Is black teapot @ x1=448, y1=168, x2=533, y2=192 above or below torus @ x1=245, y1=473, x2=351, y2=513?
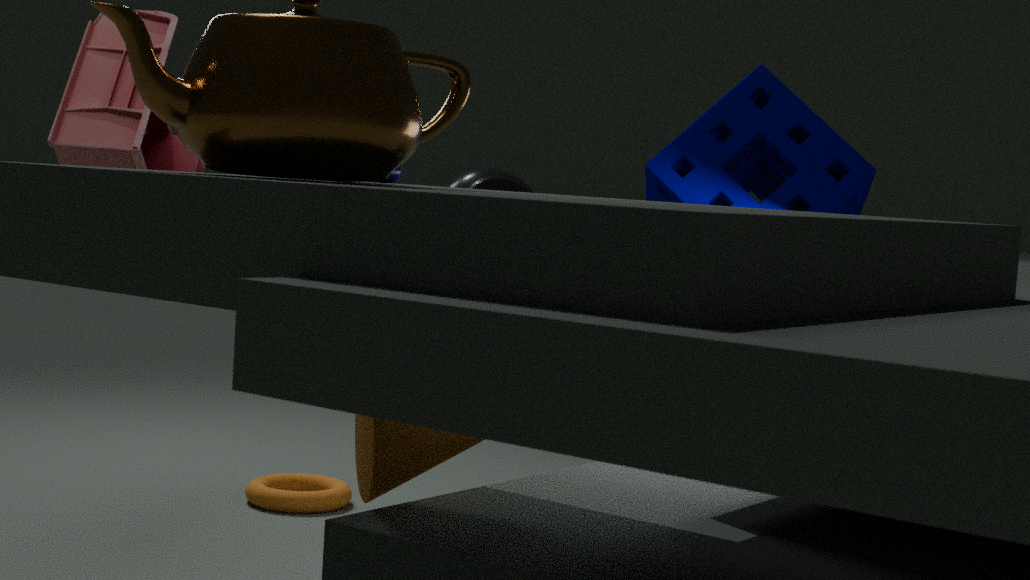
above
